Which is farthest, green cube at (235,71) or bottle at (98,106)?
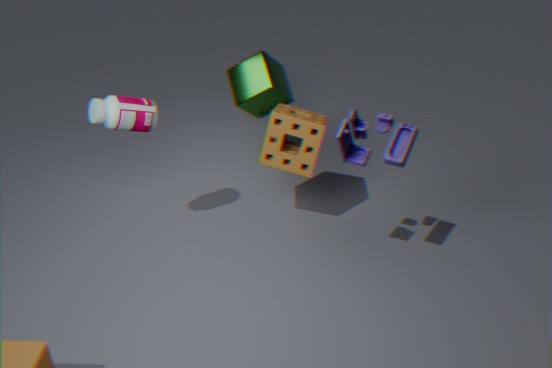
green cube at (235,71)
